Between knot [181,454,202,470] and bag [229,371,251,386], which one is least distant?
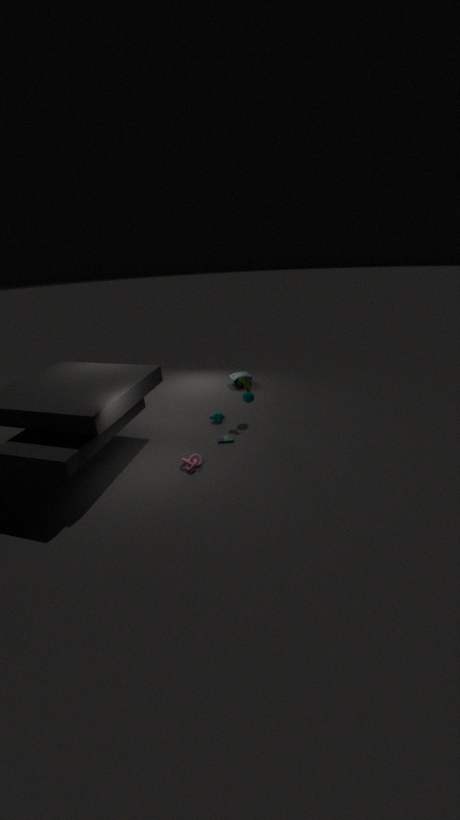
knot [181,454,202,470]
